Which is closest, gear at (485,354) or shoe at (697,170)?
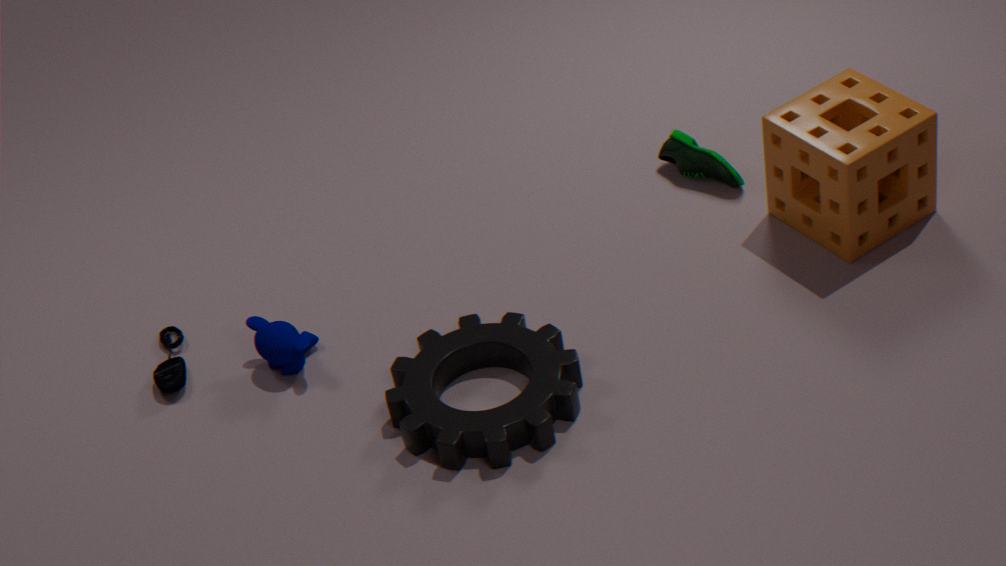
gear at (485,354)
